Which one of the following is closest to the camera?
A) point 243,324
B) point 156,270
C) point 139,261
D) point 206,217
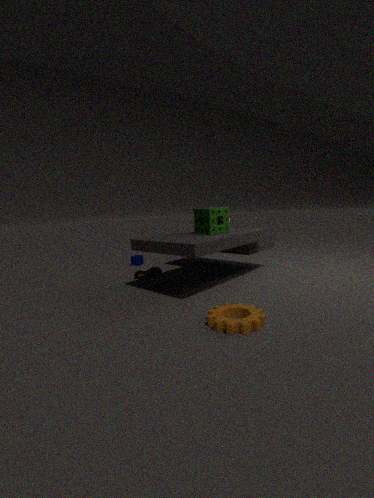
point 243,324
